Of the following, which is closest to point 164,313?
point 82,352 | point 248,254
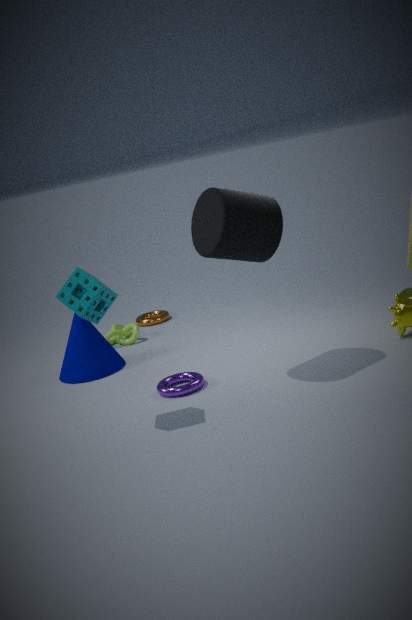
point 82,352
